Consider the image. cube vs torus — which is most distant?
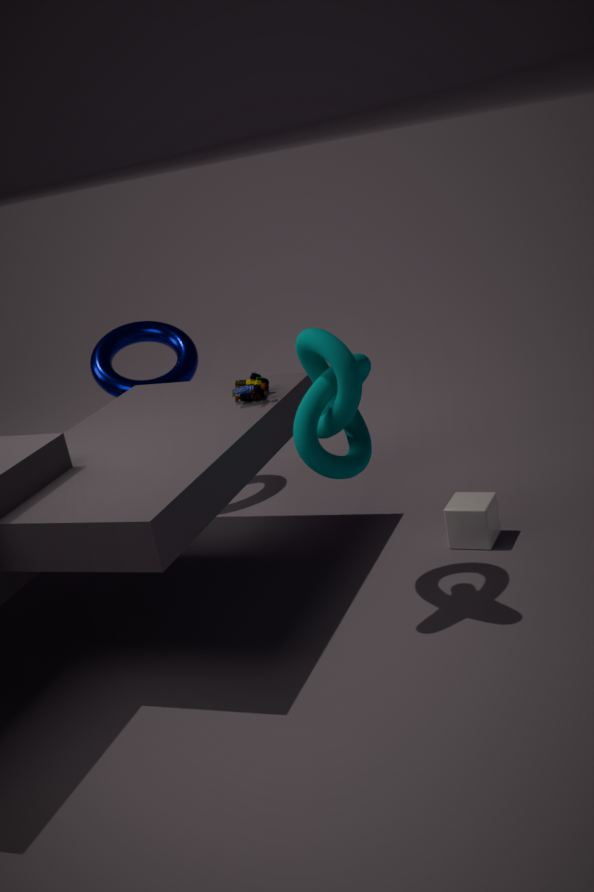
torus
